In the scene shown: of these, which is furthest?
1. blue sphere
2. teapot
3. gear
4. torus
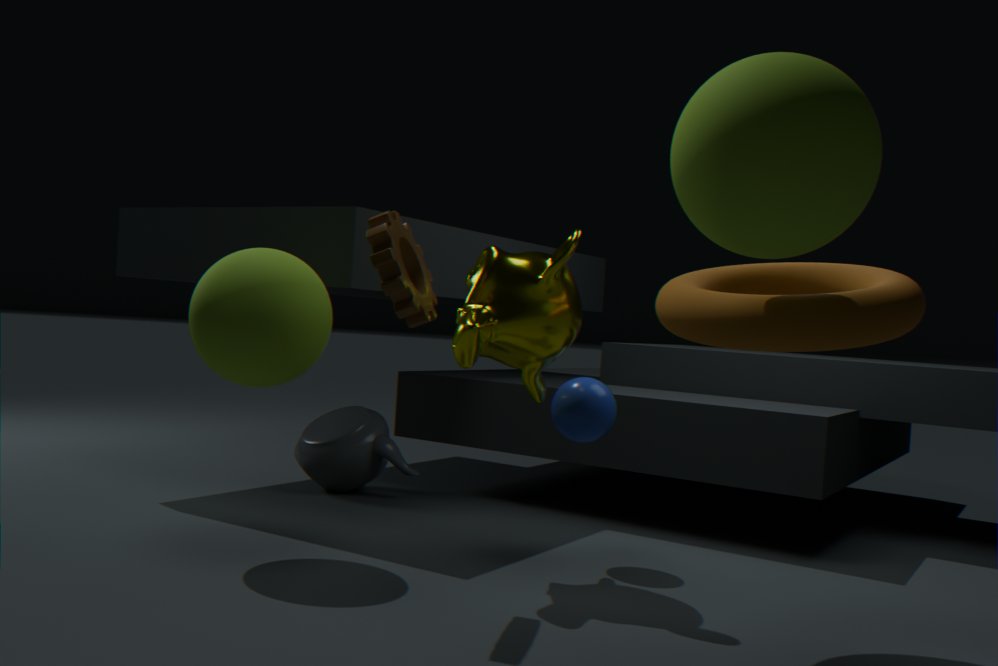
teapot
